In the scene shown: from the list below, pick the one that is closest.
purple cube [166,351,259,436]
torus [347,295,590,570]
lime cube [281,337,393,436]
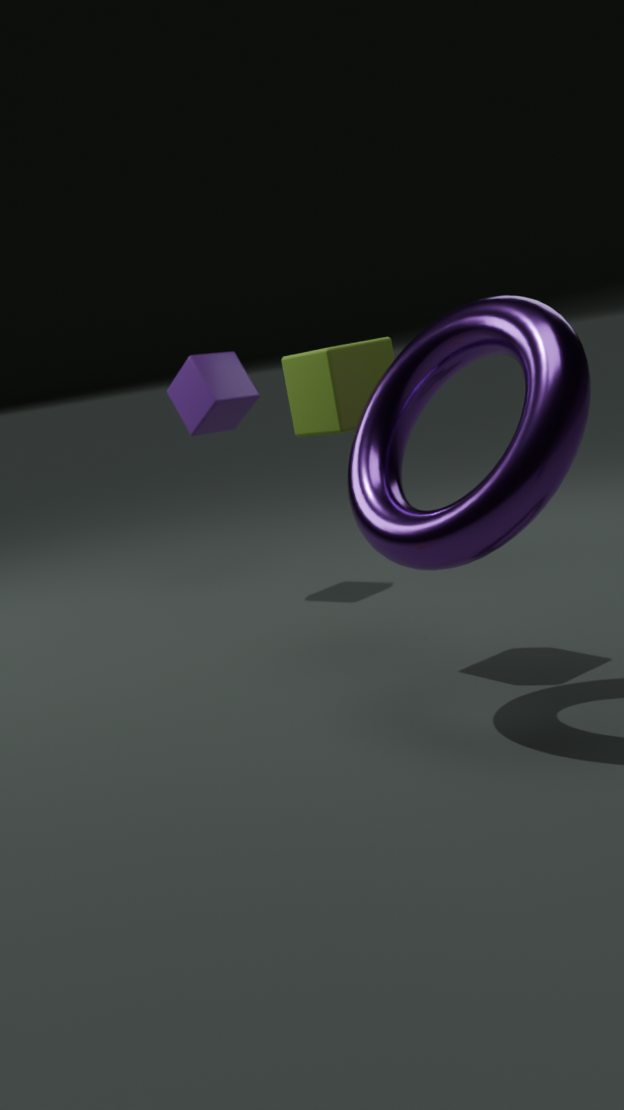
torus [347,295,590,570]
